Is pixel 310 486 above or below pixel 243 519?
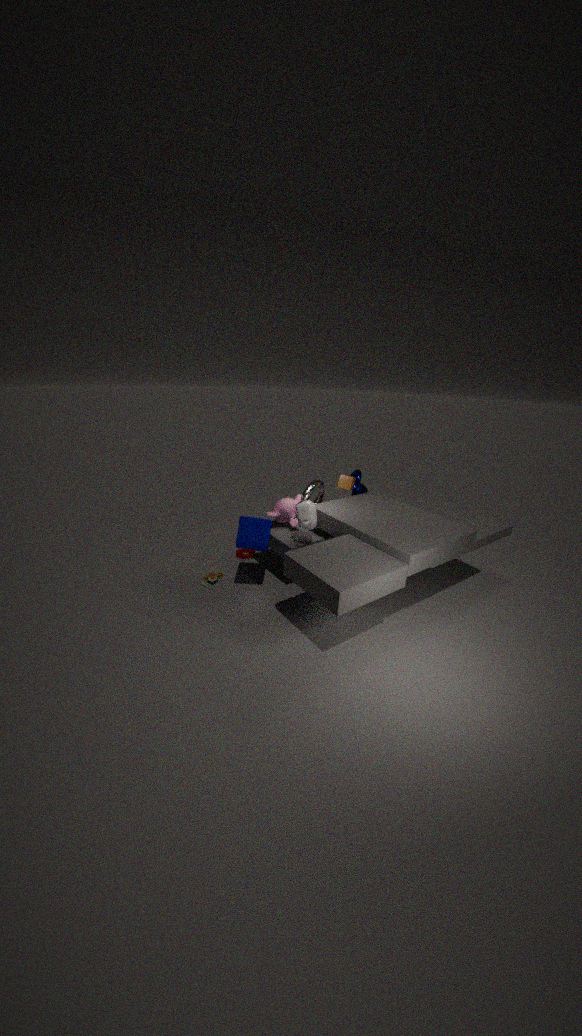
above
